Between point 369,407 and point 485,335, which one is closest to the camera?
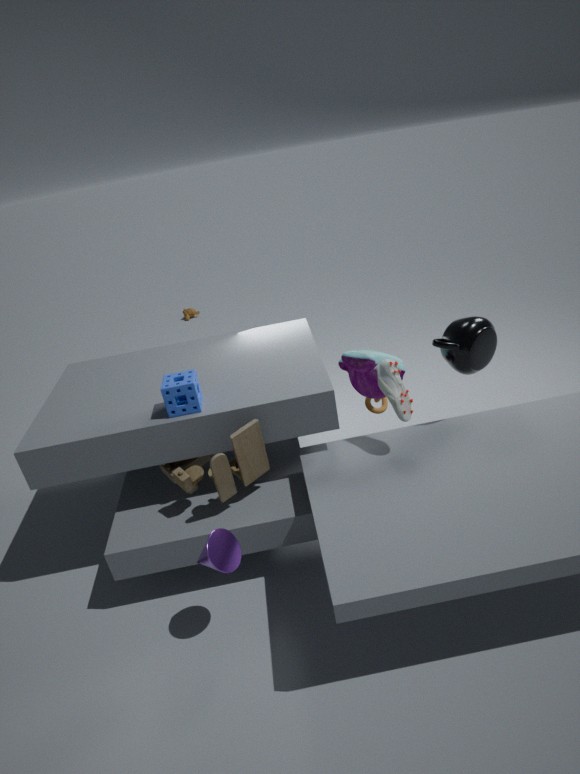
point 485,335
